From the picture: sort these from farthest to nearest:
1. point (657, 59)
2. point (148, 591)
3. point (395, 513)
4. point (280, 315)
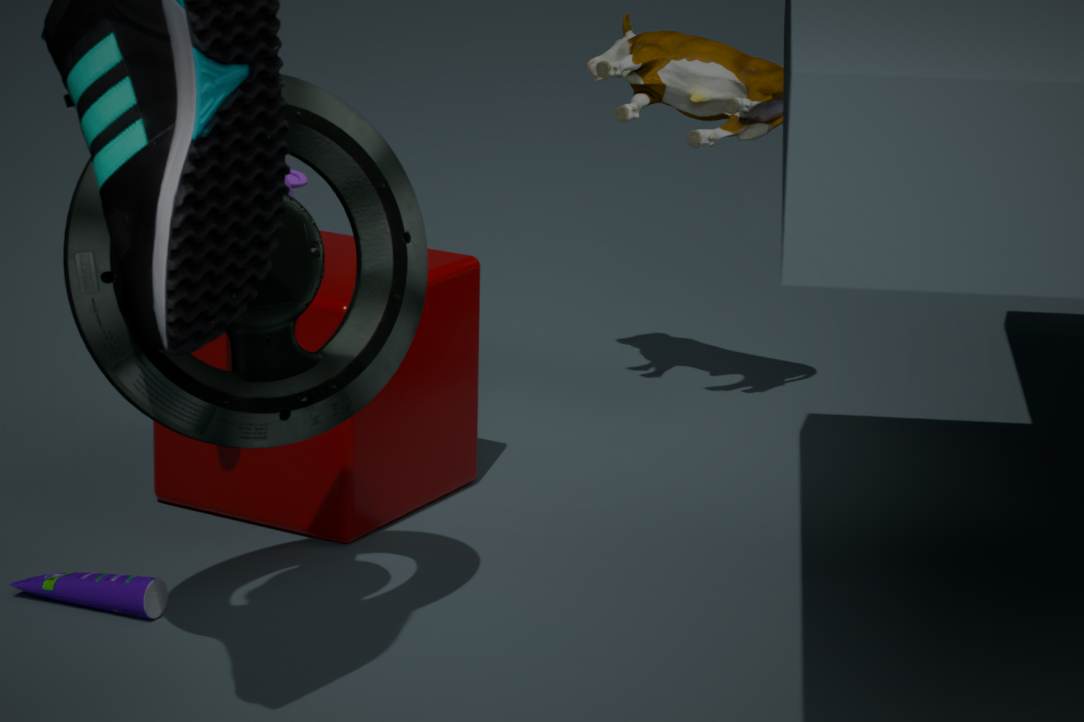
point (657, 59) < point (395, 513) < point (148, 591) < point (280, 315)
